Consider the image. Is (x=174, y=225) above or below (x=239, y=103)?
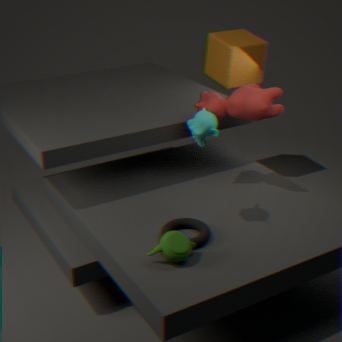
below
